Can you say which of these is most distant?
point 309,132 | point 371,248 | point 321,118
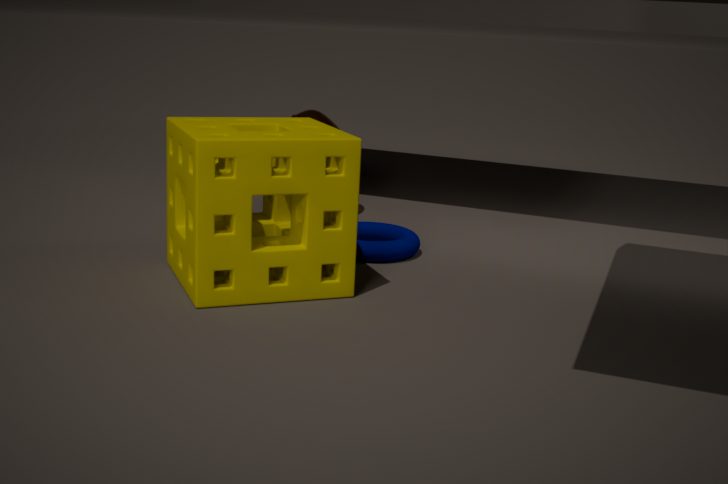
point 321,118
